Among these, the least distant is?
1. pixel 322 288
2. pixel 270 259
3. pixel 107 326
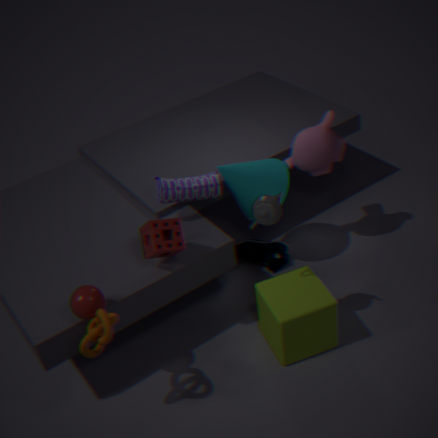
pixel 107 326
